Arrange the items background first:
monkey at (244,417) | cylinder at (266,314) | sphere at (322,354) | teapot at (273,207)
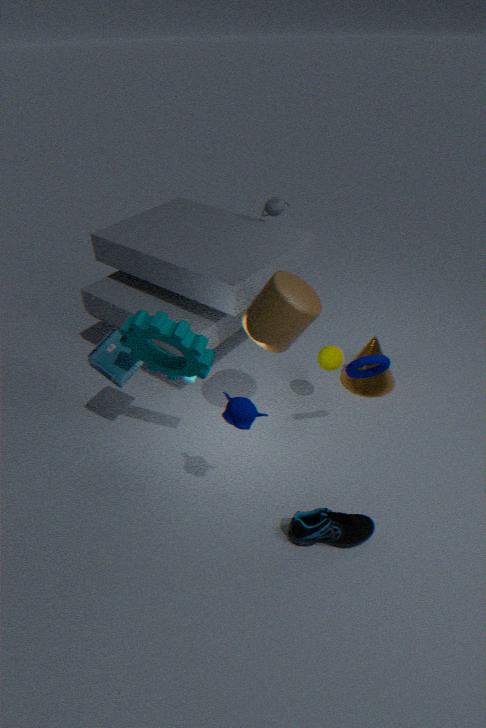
1. teapot at (273,207)
2. sphere at (322,354)
3. cylinder at (266,314)
4. monkey at (244,417)
